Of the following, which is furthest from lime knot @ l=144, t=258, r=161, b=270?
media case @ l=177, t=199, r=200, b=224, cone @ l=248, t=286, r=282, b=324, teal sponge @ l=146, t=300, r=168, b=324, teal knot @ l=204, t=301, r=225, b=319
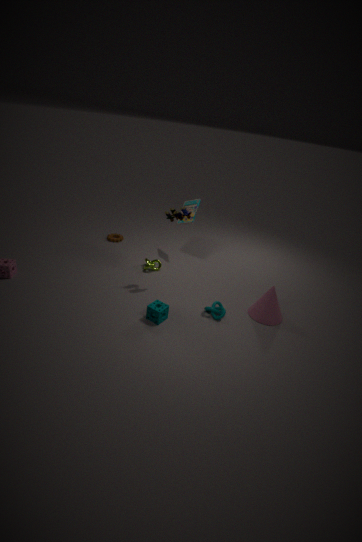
cone @ l=248, t=286, r=282, b=324
